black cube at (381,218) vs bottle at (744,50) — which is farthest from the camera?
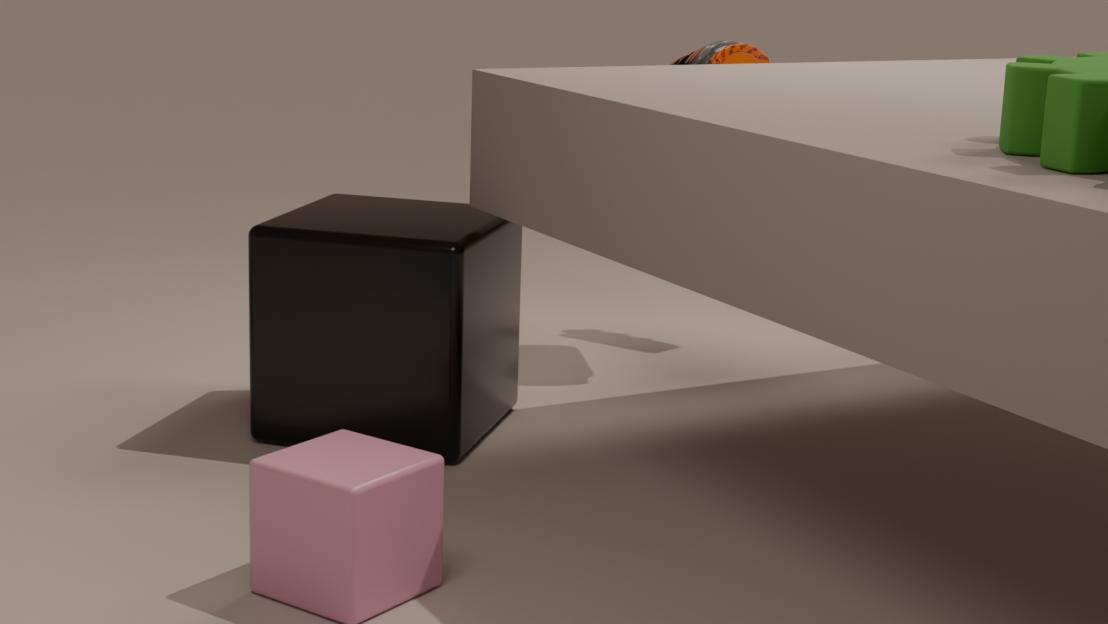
bottle at (744,50)
